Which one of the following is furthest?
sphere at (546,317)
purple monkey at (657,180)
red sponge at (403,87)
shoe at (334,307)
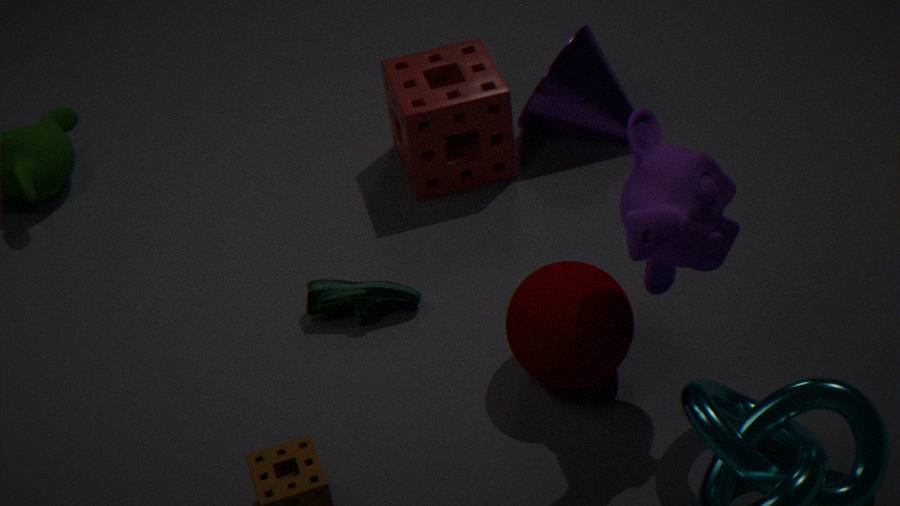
red sponge at (403,87)
